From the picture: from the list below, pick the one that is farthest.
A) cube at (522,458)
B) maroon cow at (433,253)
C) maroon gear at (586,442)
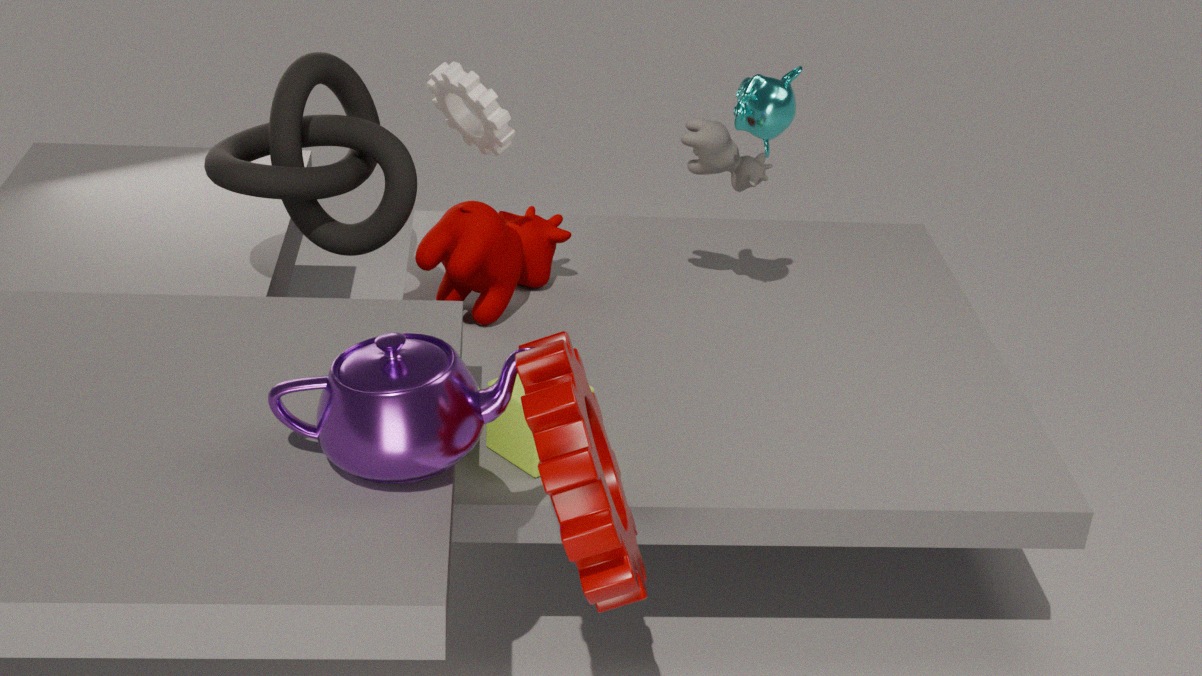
maroon cow at (433,253)
